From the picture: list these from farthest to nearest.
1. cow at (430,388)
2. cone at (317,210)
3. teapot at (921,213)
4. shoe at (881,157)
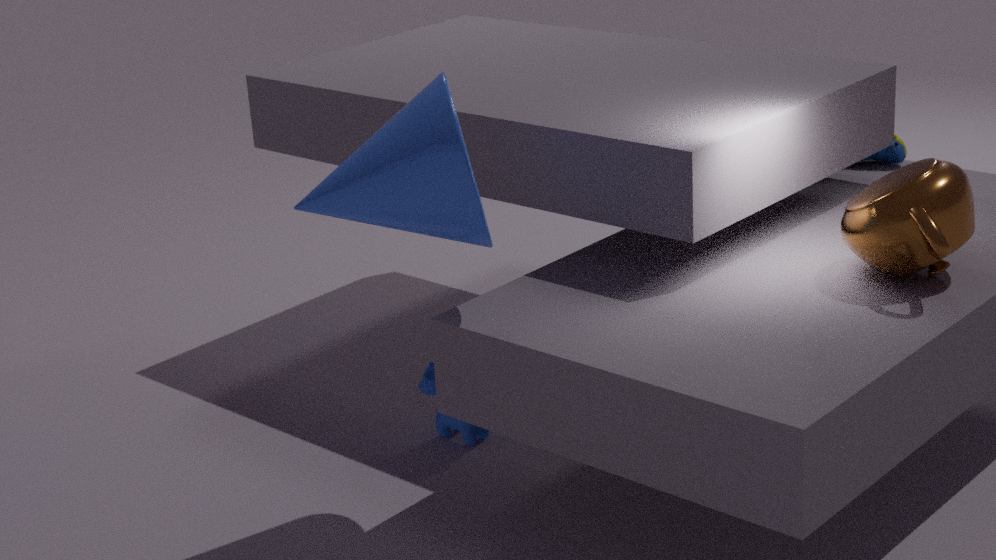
shoe at (881,157), cow at (430,388), teapot at (921,213), cone at (317,210)
